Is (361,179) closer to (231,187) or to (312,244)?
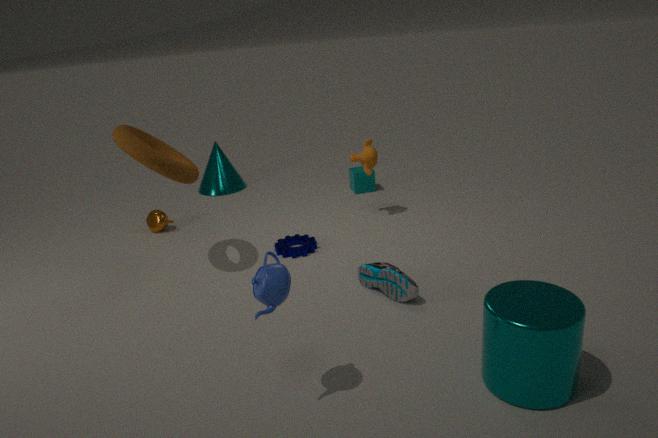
(312,244)
